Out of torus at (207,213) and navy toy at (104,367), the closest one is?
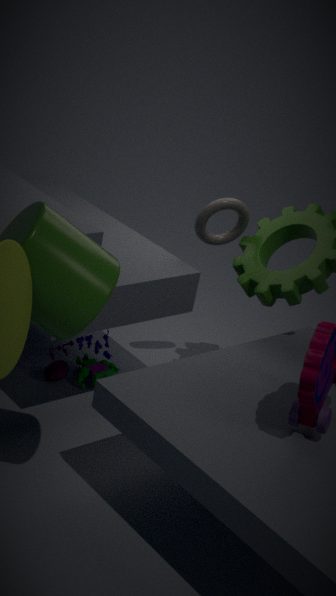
torus at (207,213)
